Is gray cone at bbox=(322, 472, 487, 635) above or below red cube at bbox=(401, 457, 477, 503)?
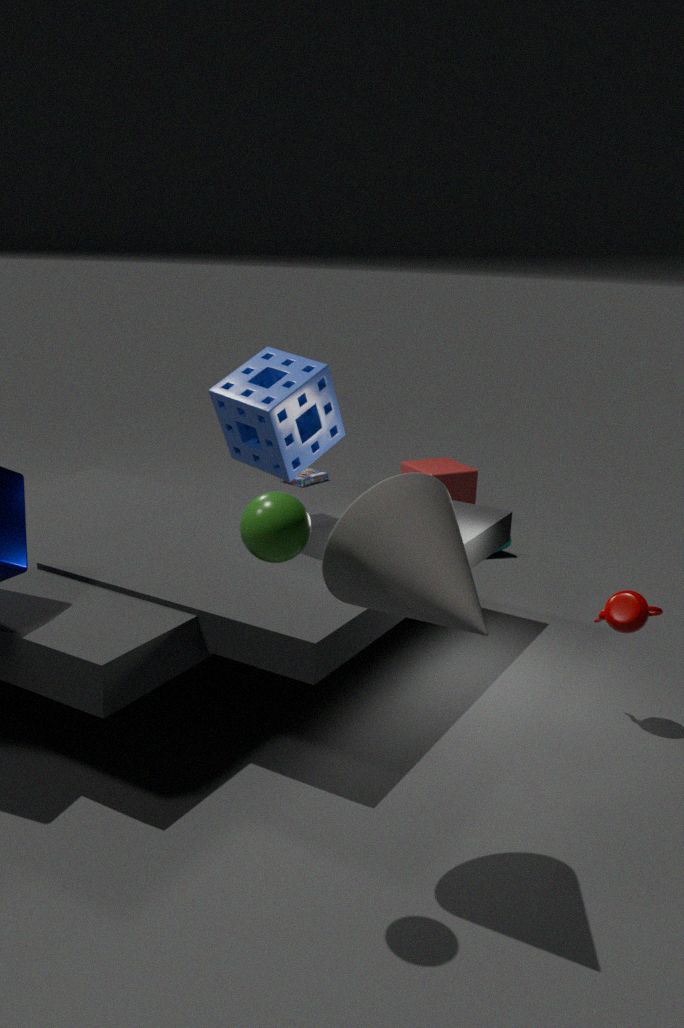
above
